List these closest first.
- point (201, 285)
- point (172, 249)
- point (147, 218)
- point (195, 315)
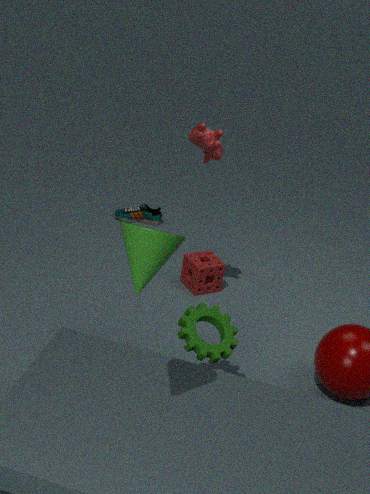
point (172, 249), point (195, 315), point (201, 285), point (147, 218)
